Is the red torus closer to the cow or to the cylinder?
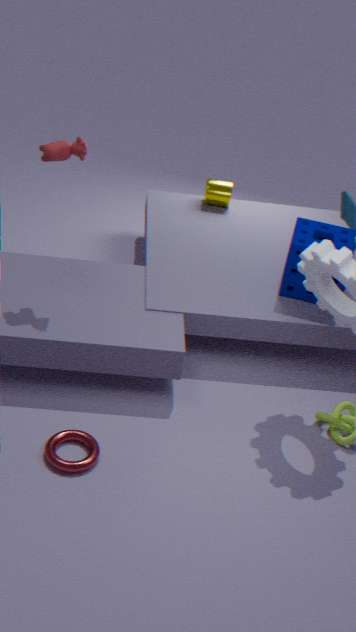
the cow
